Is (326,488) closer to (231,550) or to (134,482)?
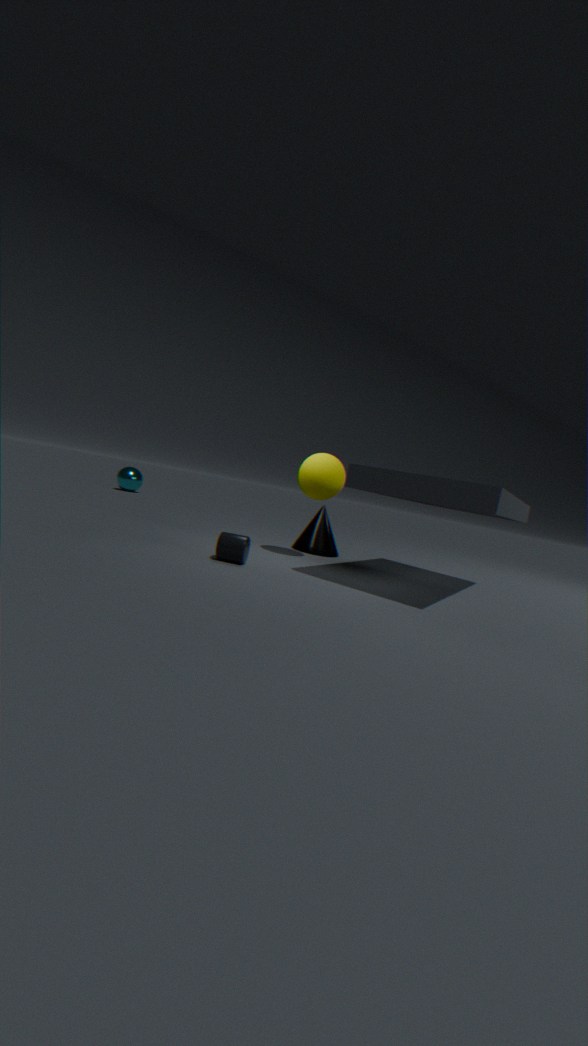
(231,550)
